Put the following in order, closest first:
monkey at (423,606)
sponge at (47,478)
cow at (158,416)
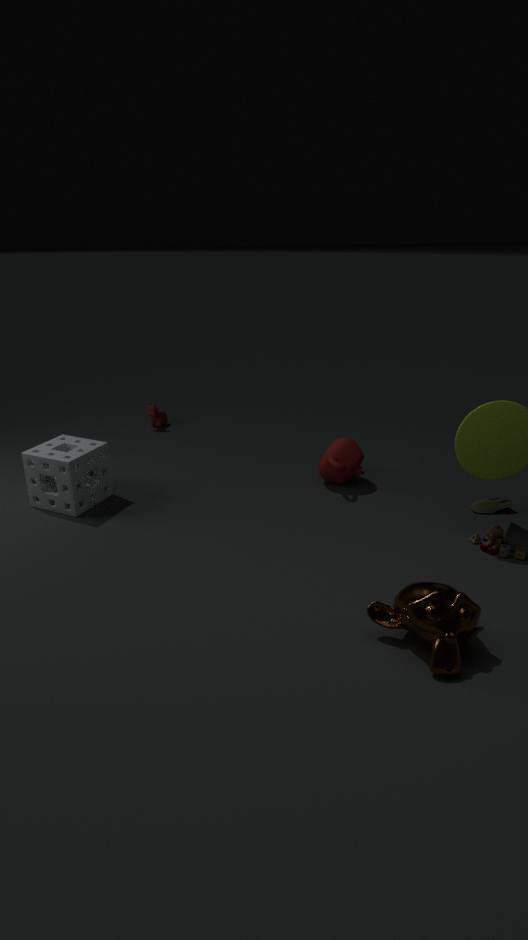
1. monkey at (423,606)
2. sponge at (47,478)
3. cow at (158,416)
